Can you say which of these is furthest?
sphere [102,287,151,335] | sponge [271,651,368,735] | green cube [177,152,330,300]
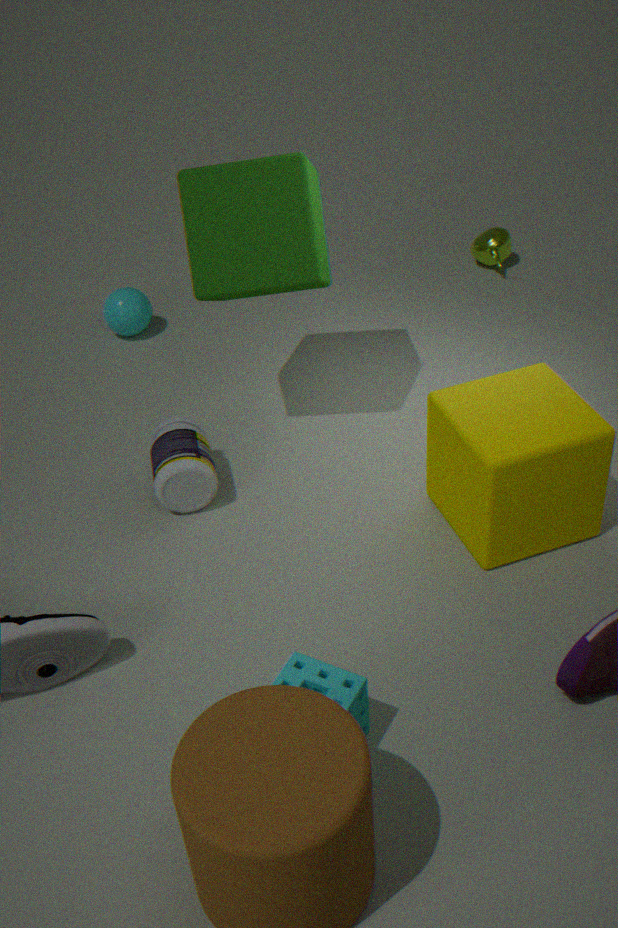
sphere [102,287,151,335]
